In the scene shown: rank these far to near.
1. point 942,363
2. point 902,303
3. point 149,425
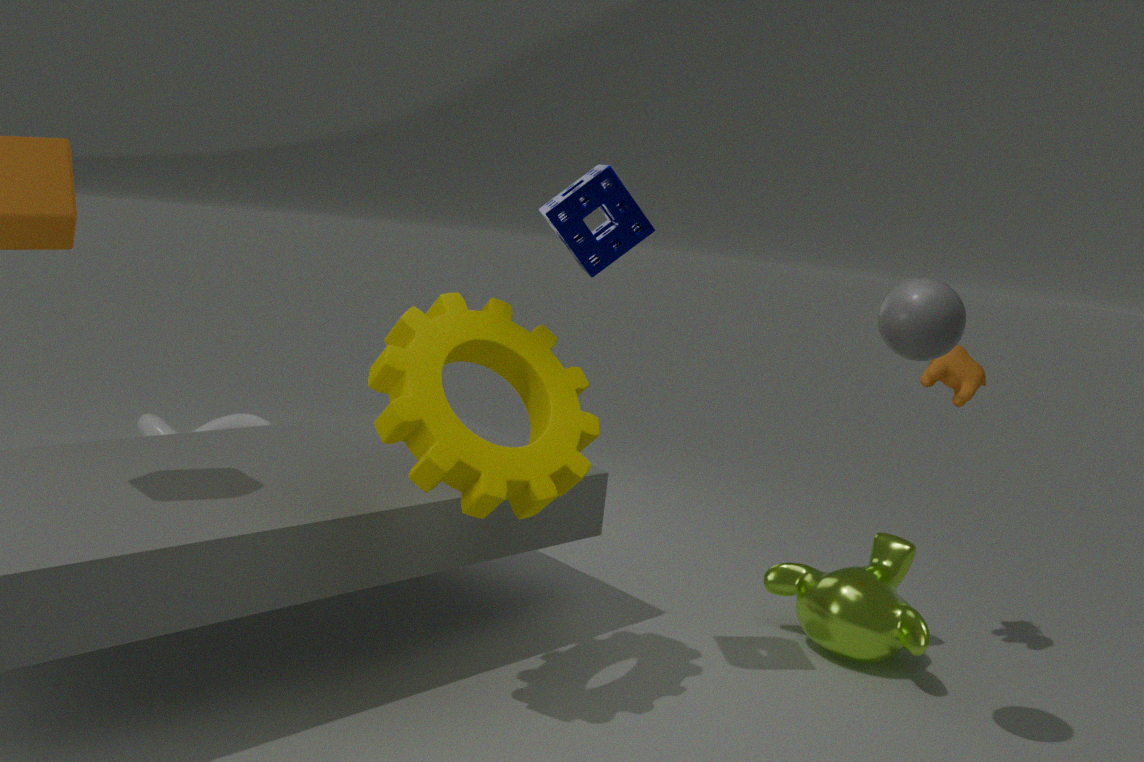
point 149,425, point 942,363, point 902,303
